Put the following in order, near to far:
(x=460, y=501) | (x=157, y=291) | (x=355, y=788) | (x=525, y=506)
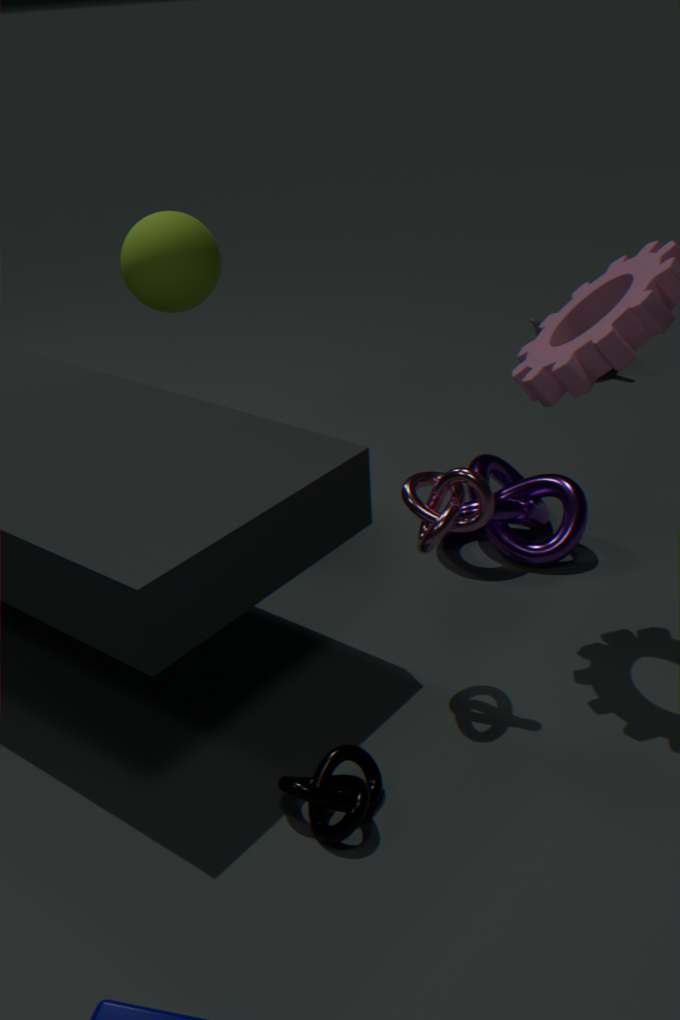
1. (x=355, y=788)
2. (x=460, y=501)
3. (x=525, y=506)
4. (x=157, y=291)
